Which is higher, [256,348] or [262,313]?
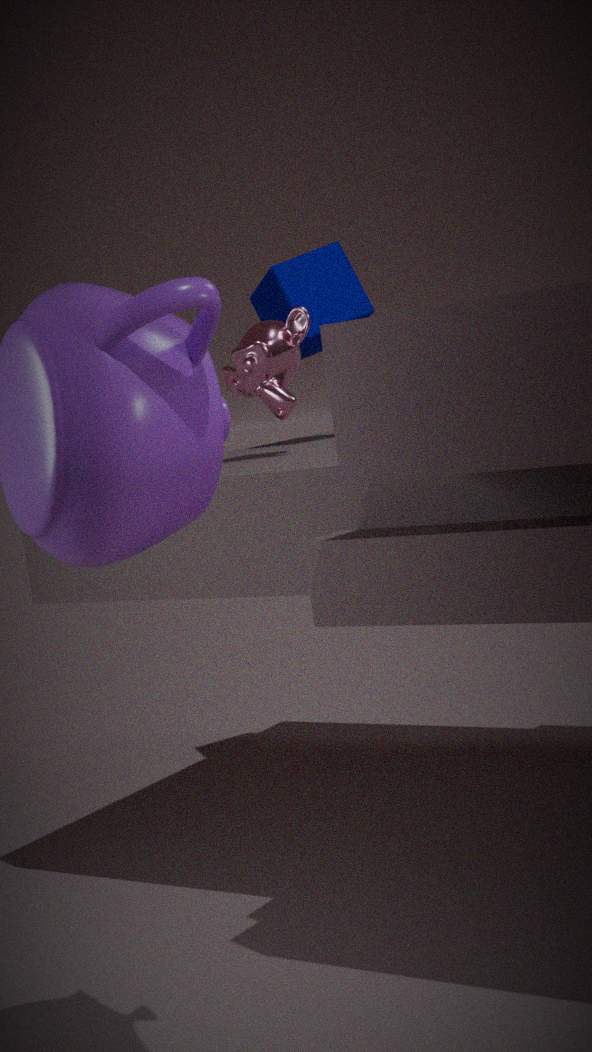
[262,313]
